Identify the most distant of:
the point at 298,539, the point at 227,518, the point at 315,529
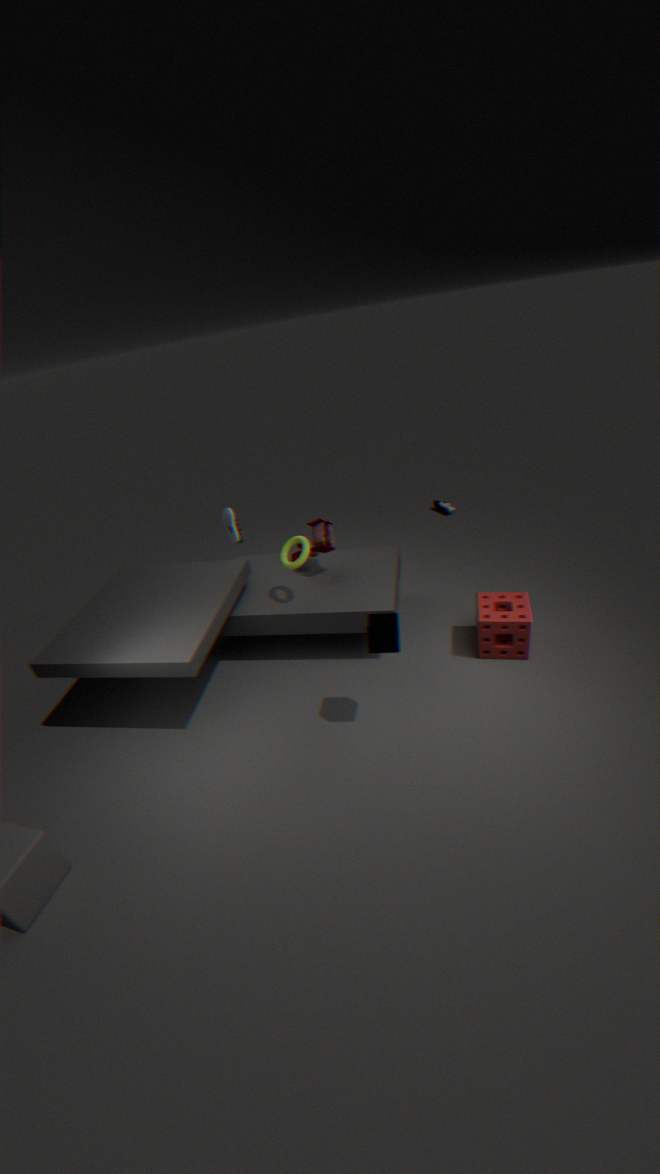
the point at 227,518
